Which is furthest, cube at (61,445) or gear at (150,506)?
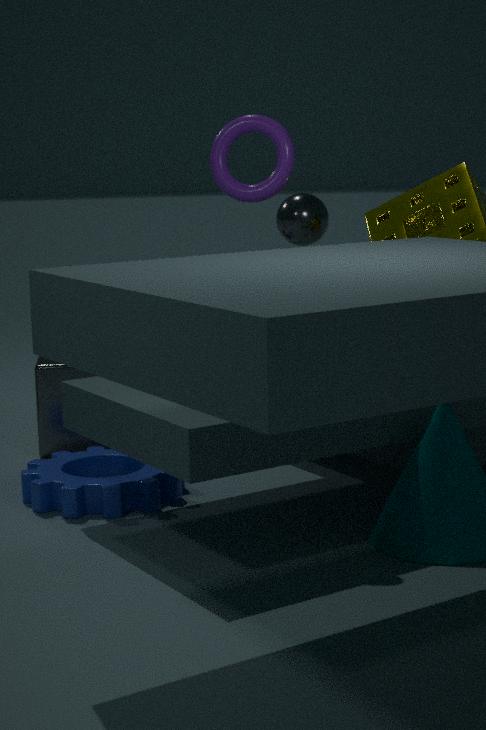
cube at (61,445)
